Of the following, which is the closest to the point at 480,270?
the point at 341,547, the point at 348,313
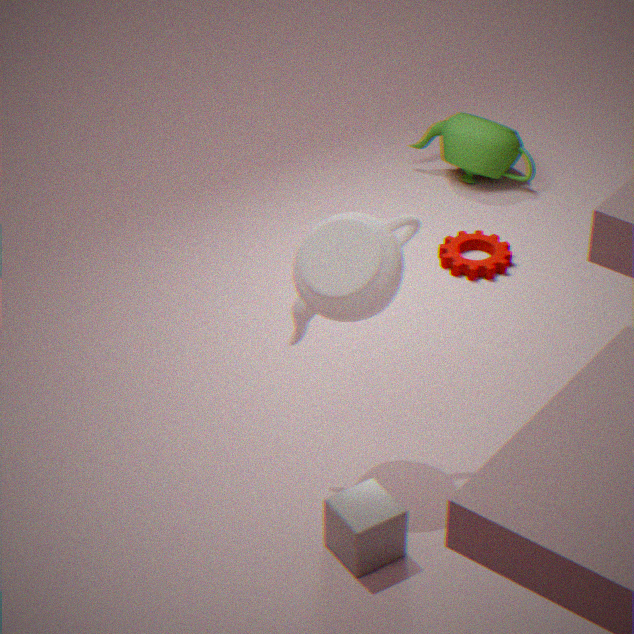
the point at 348,313
